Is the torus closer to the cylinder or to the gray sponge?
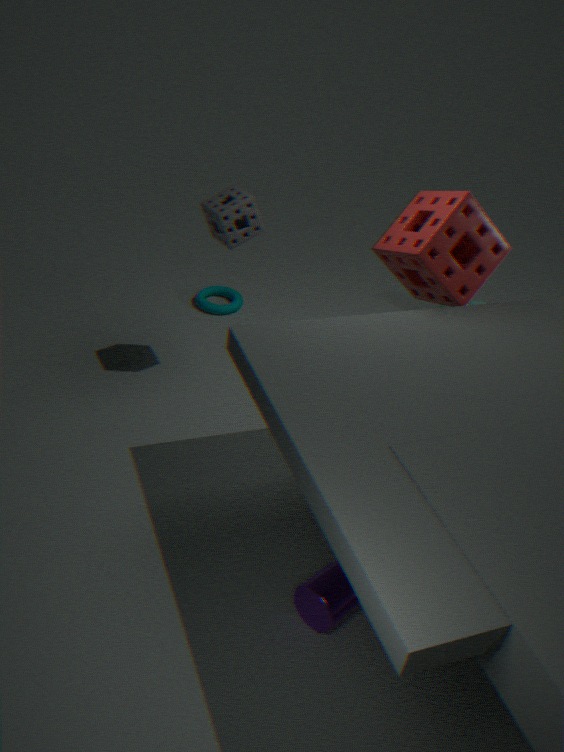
the gray sponge
